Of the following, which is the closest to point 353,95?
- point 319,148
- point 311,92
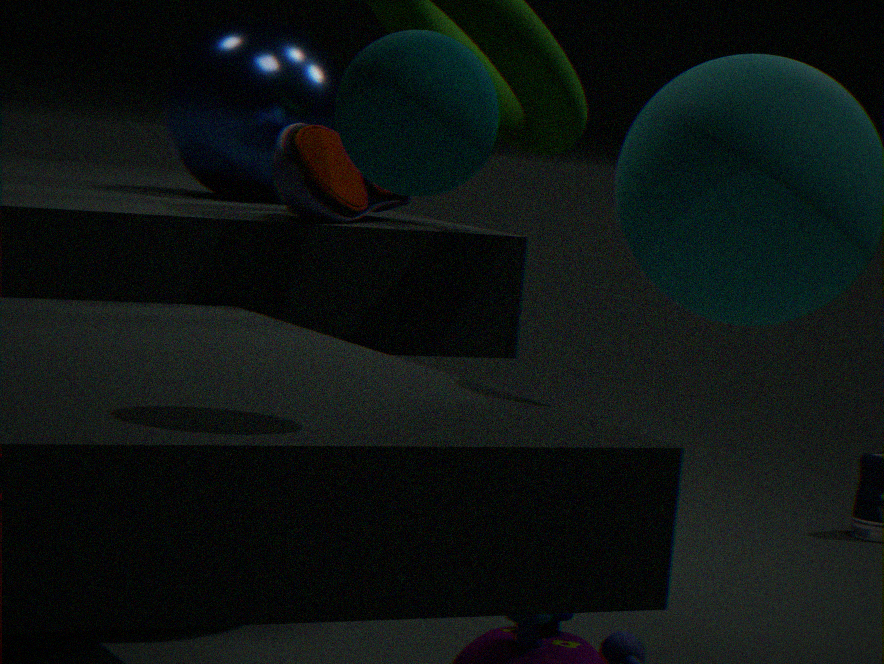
point 319,148
